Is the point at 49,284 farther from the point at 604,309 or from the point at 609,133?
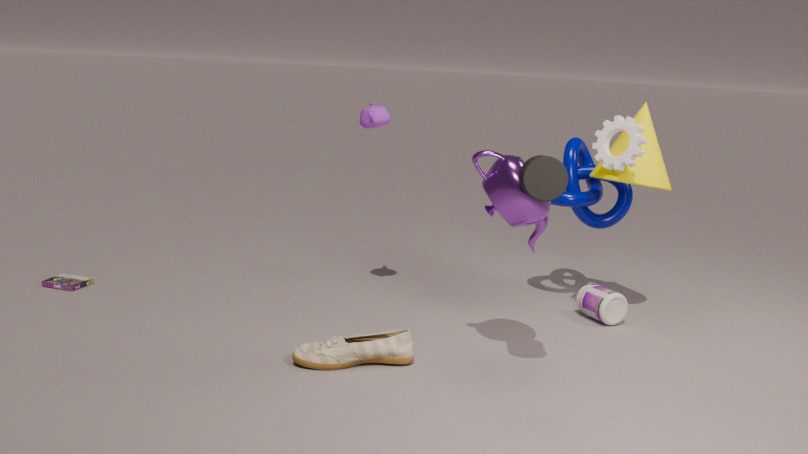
the point at 609,133
